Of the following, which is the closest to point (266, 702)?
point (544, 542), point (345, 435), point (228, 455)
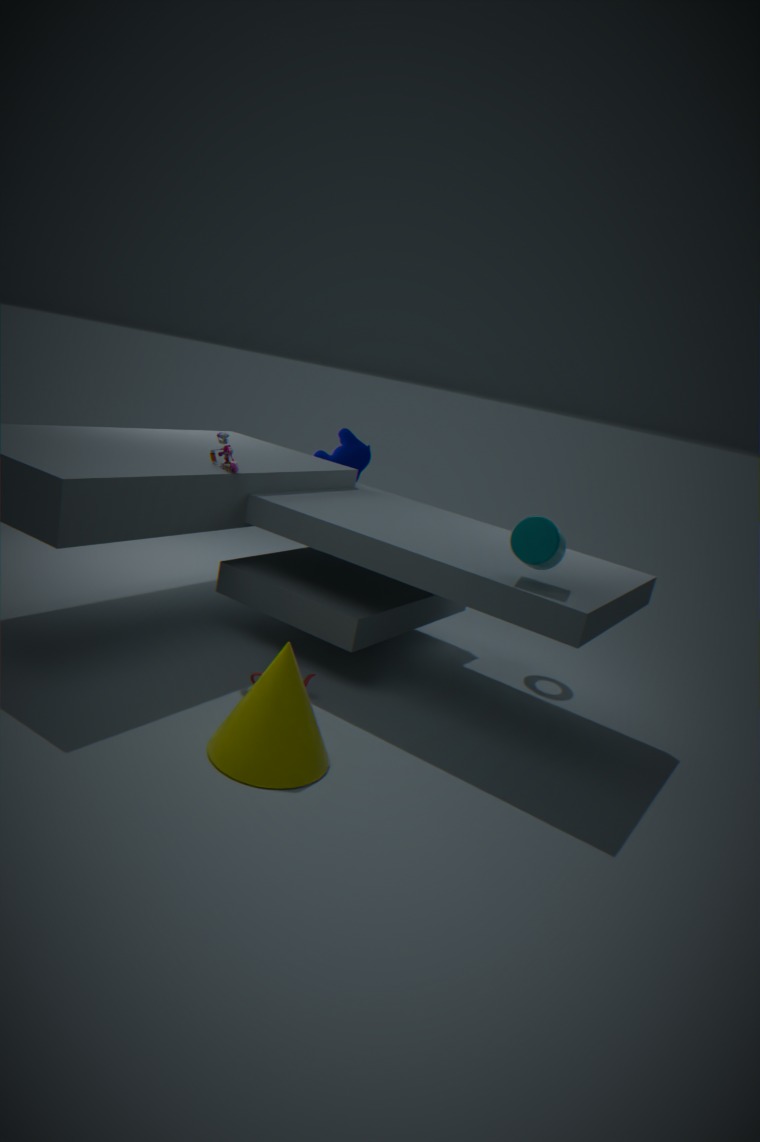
point (544, 542)
